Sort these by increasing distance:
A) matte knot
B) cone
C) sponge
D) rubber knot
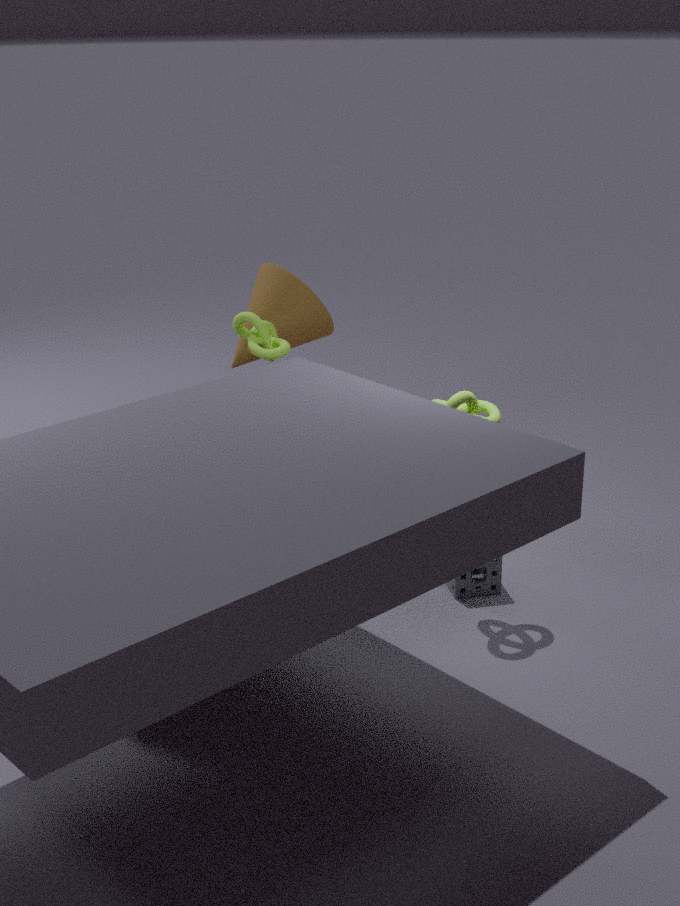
rubber knot → sponge → matte knot → cone
